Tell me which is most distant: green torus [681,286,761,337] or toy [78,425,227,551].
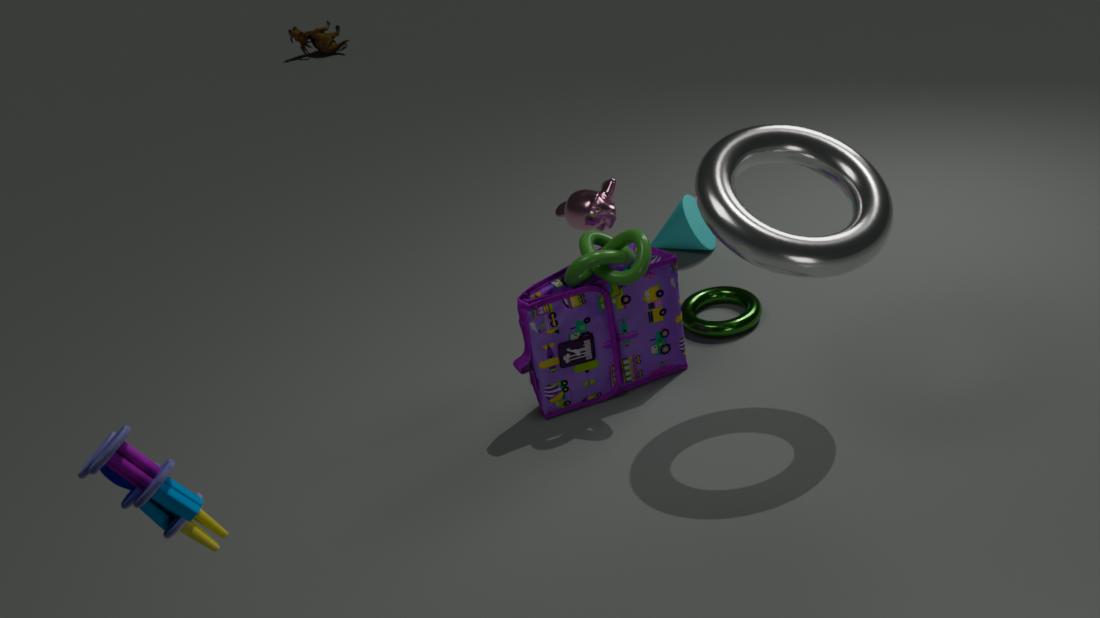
green torus [681,286,761,337]
